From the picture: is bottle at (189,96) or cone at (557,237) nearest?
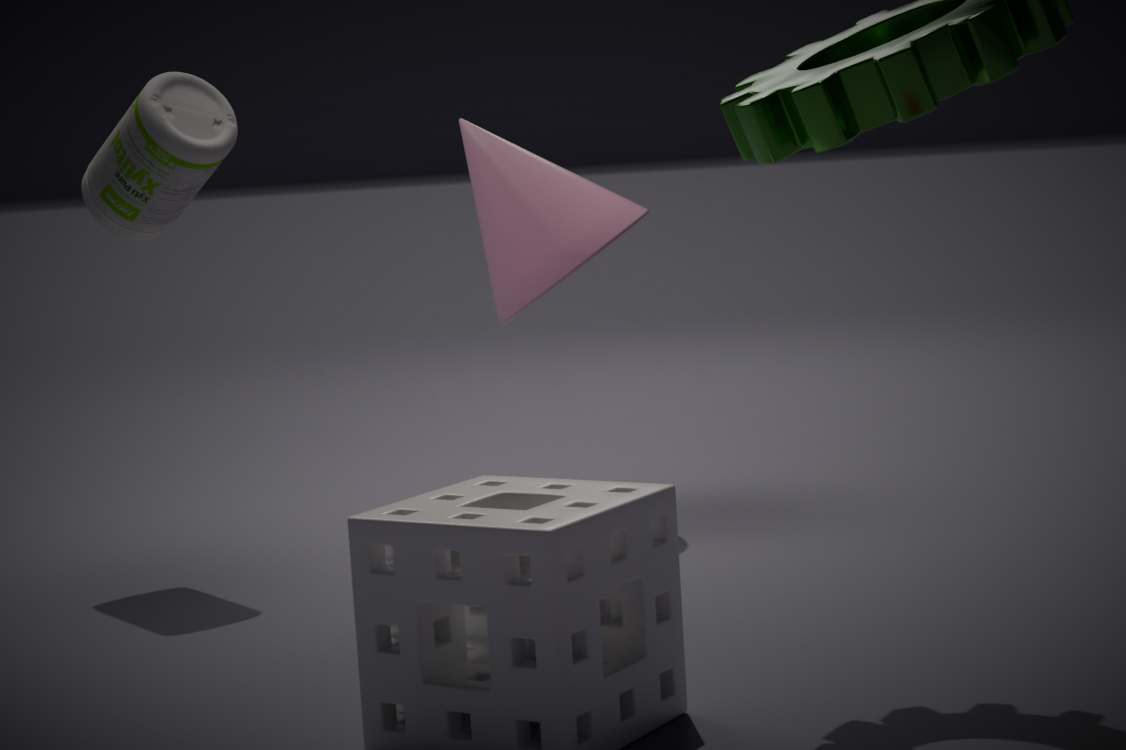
bottle at (189,96)
